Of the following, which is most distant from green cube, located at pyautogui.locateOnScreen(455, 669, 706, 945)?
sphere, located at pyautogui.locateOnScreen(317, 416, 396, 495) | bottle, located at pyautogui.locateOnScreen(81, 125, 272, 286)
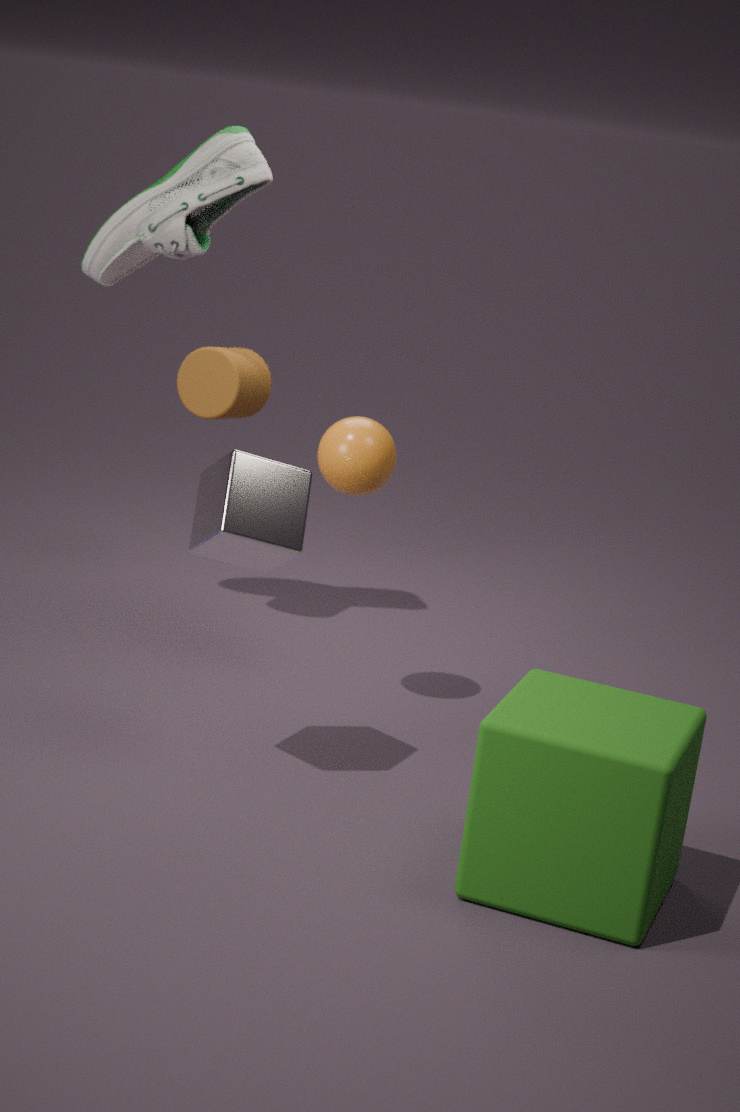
bottle, located at pyautogui.locateOnScreen(81, 125, 272, 286)
